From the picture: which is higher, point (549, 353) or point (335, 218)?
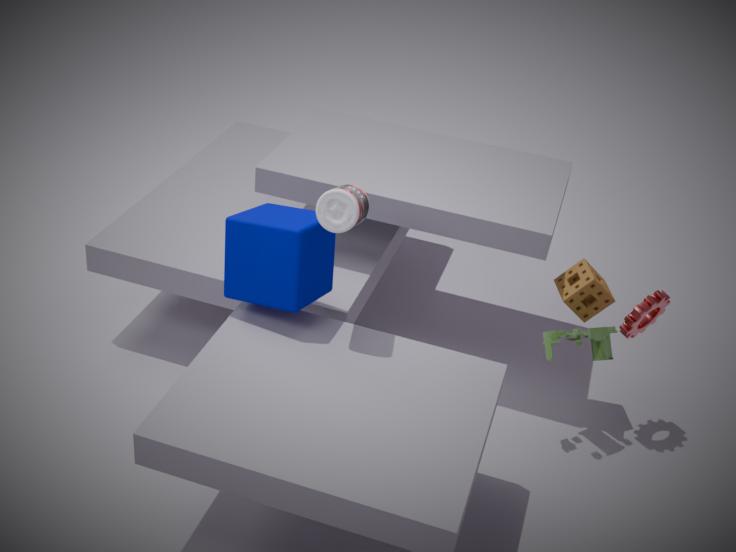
point (335, 218)
